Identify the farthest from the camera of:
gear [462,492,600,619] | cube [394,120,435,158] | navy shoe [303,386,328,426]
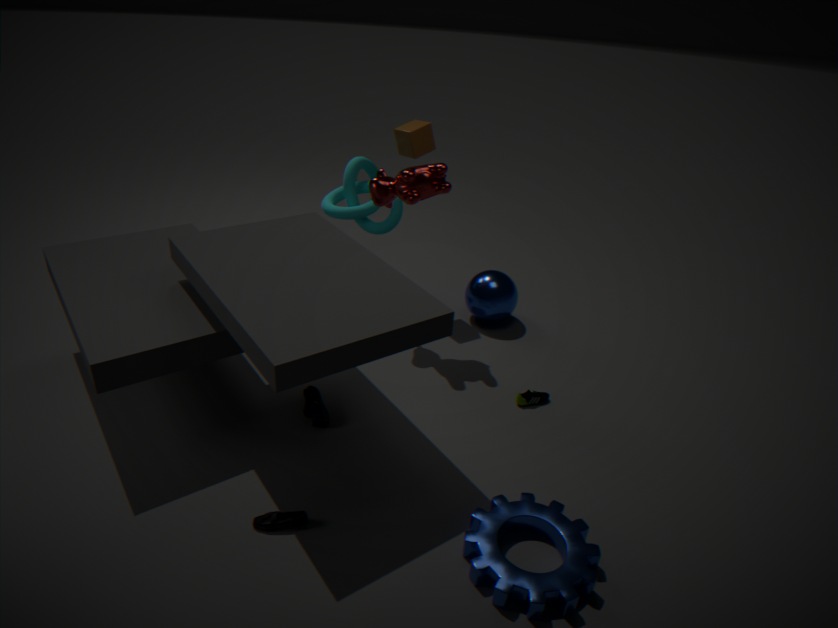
cube [394,120,435,158]
